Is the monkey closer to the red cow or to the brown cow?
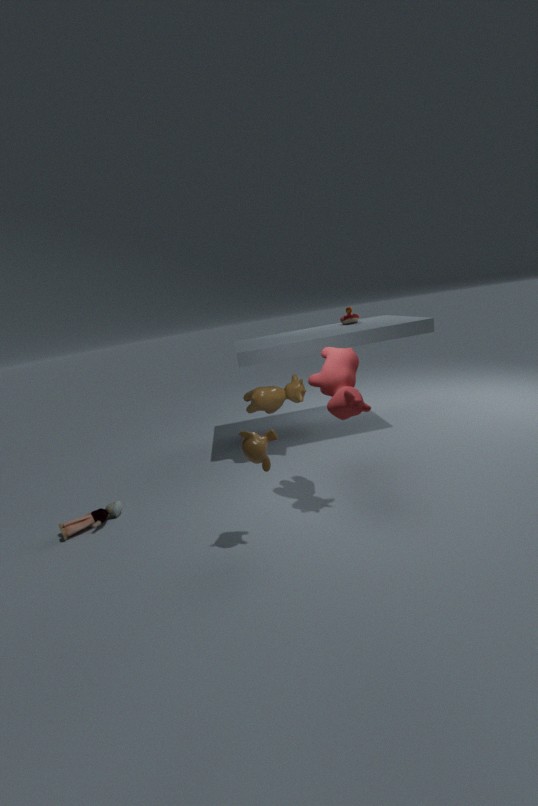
the red cow
